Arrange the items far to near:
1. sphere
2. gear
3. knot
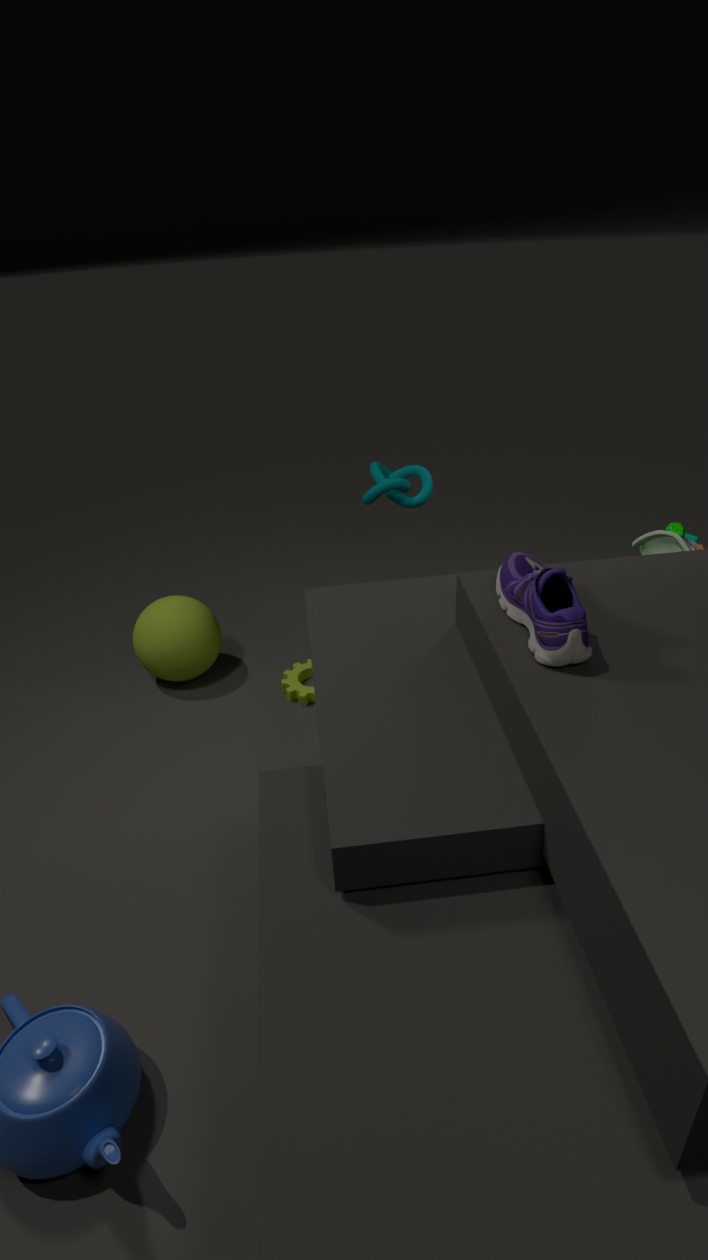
1. gear
2. sphere
3. knot
